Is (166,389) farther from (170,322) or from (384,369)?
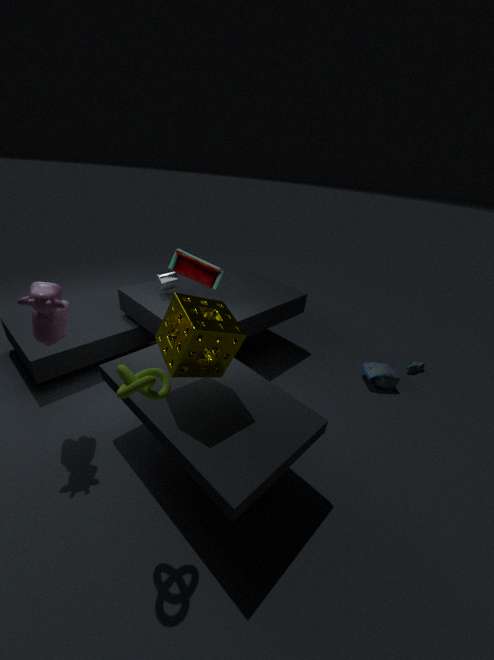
(384,369)
